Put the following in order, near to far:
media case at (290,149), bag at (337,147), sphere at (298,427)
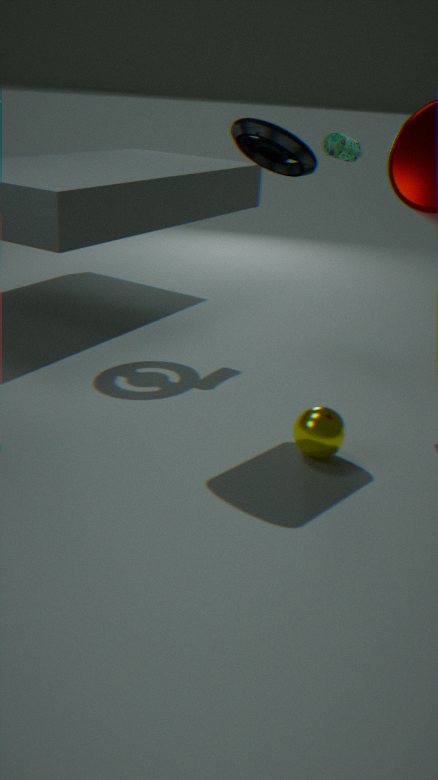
sphere at (298,427) → media case at (290,149) → bag at (337,147)
